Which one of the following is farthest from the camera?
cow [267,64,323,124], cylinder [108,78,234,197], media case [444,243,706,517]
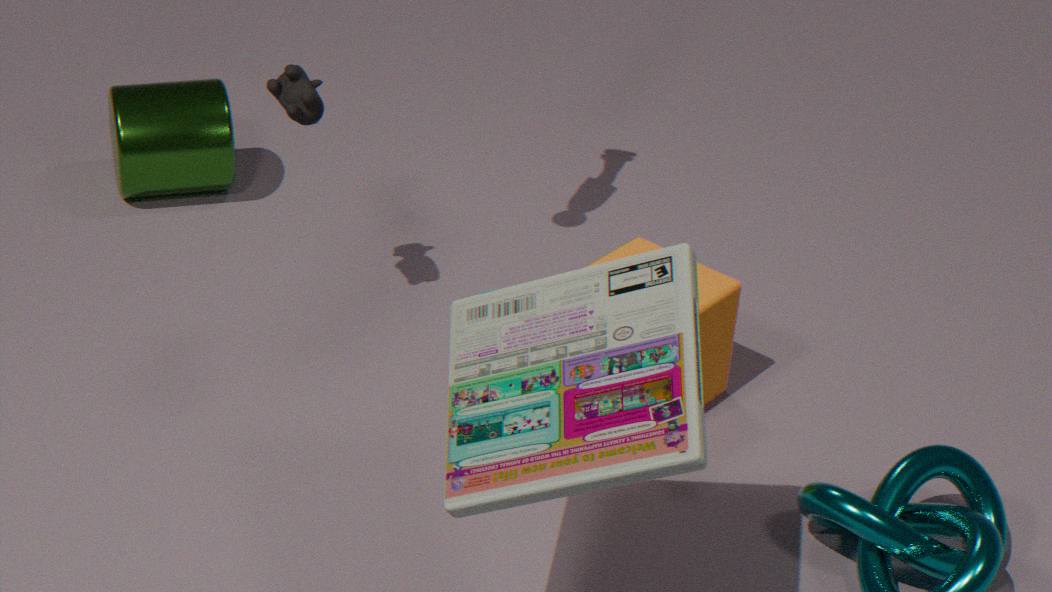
cylinder [108,78,234,197]
